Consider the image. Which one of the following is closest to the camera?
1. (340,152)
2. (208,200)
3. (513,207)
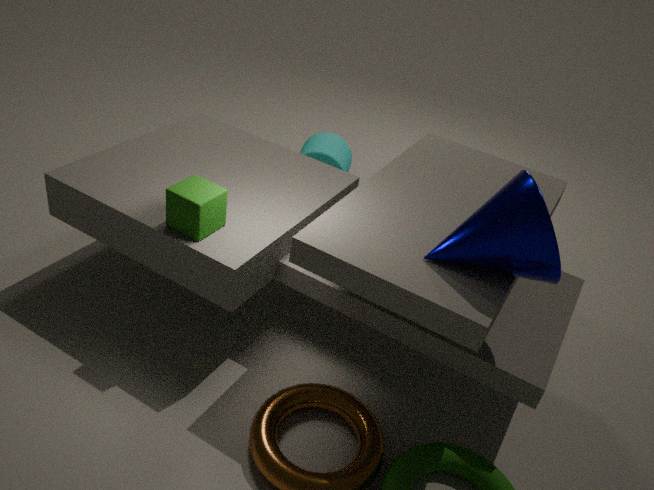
(513,207)
